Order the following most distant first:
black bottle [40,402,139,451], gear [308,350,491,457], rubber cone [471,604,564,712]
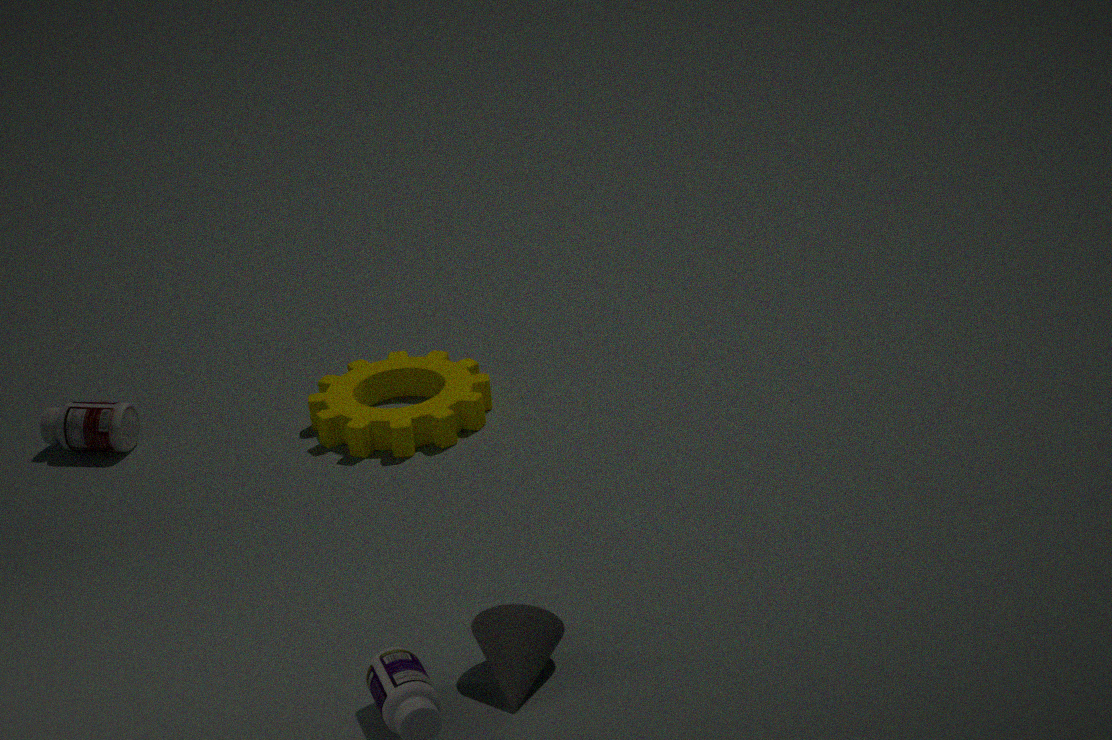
black bottle [40,402,139,451] → gear [308,350,491,457] → rubber cone [471,604,564,712]
